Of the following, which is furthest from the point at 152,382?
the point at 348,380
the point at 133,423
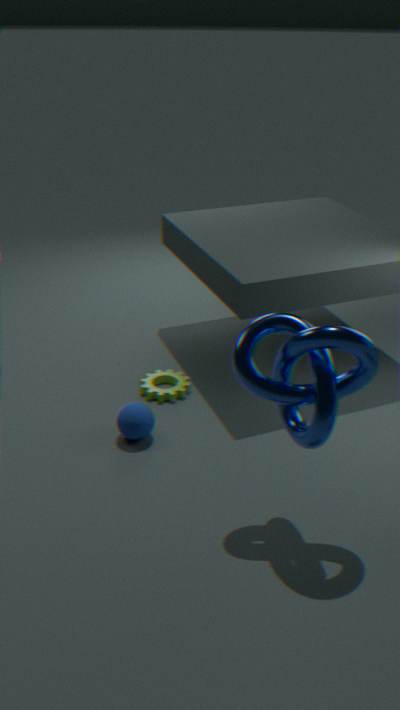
the point at 348,380
